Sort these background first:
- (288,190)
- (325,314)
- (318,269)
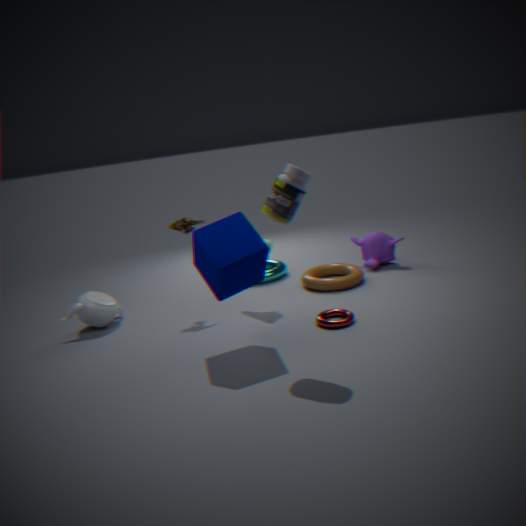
(318,269), (325,314), (288,190)
